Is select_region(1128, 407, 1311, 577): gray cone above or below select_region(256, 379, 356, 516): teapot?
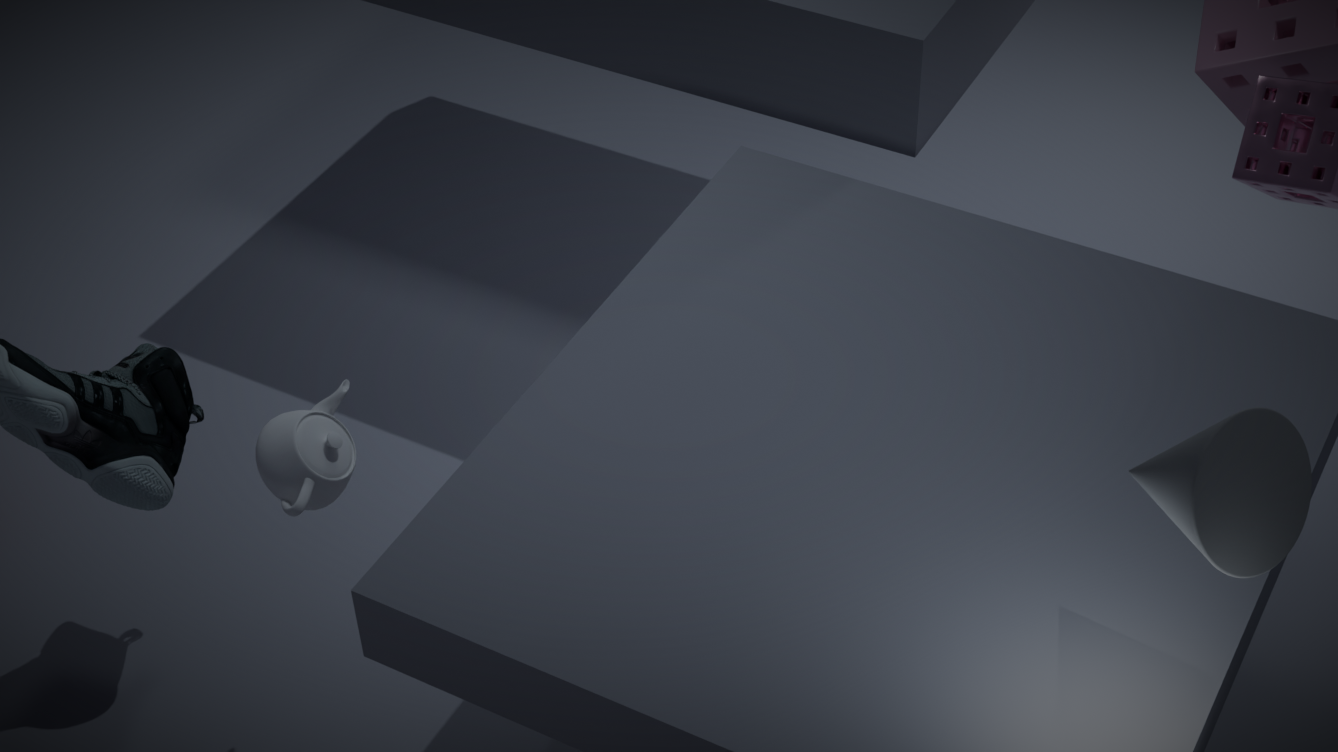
above
